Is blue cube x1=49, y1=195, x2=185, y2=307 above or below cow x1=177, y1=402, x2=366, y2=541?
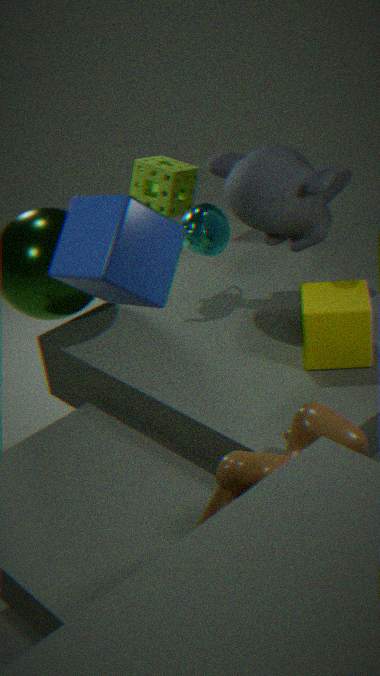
above
